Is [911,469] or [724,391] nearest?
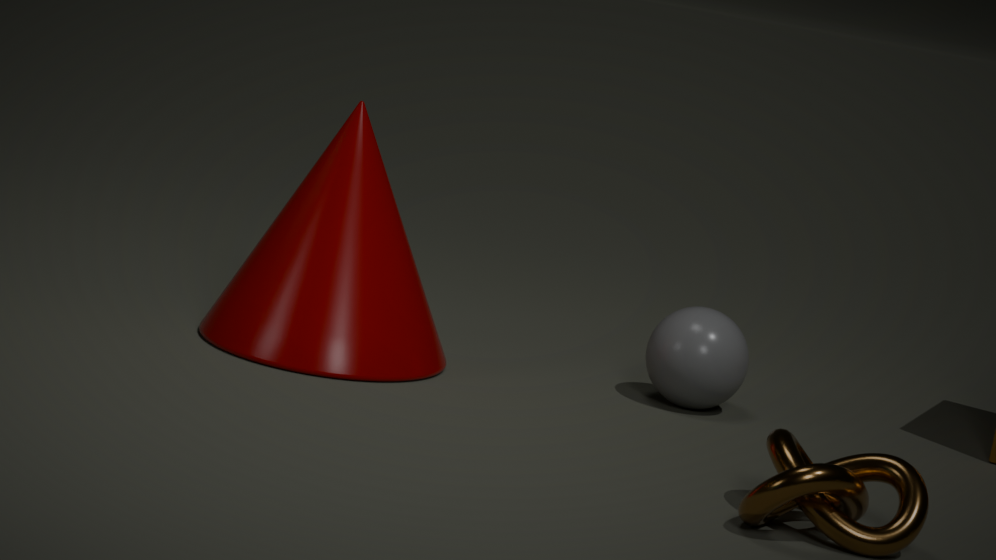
[911,469]
